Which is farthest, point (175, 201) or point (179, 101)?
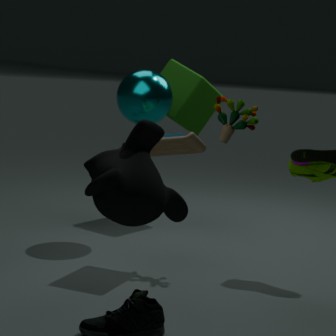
point (179, 101)
